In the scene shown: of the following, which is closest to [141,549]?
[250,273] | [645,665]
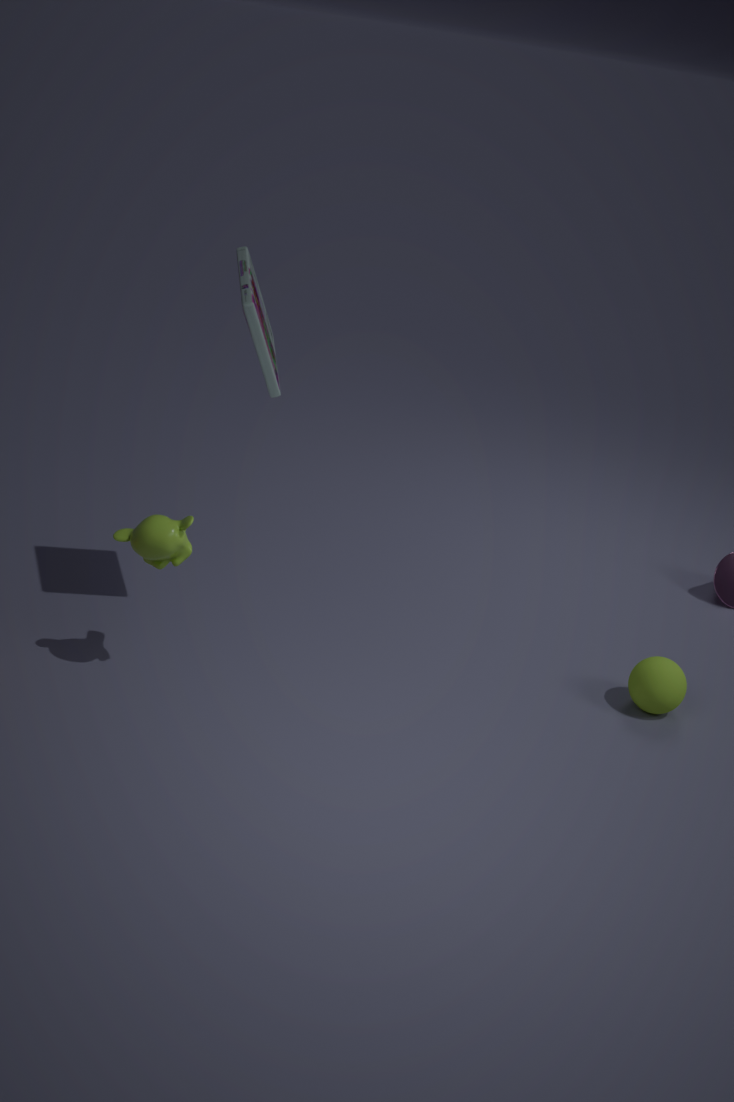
[250,273]
